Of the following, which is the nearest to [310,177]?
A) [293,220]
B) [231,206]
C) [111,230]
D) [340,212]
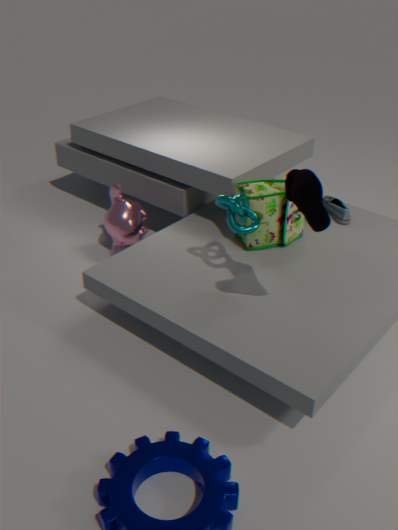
[231,206]
